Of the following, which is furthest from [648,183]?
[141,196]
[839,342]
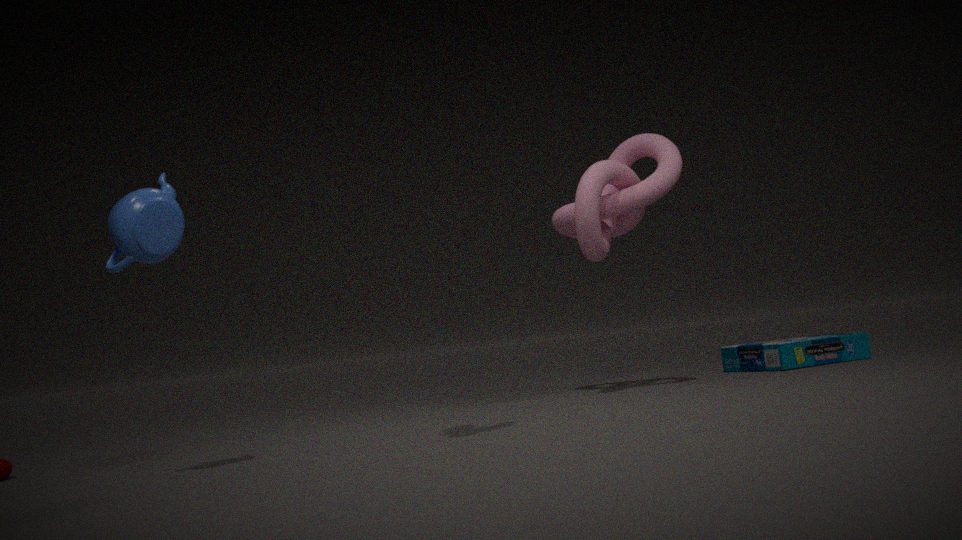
[141,196]
